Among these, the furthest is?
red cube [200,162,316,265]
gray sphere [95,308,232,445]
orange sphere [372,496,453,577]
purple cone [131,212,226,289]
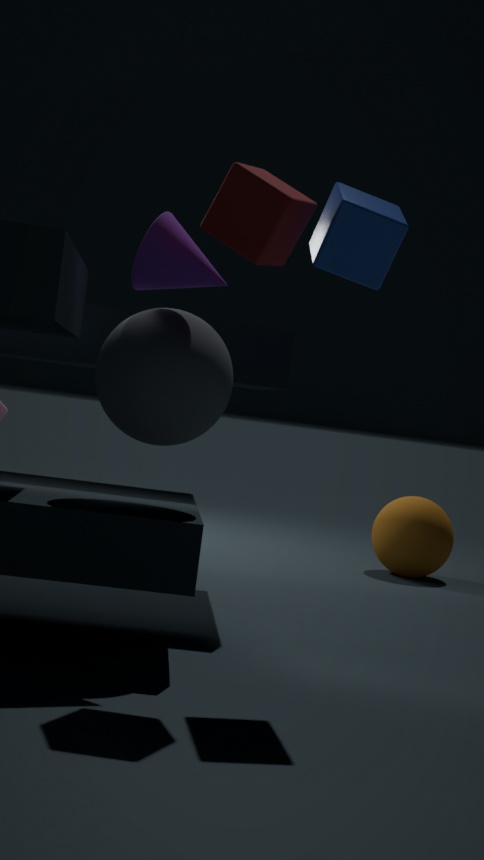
orange sphere [372,496,453,577]
